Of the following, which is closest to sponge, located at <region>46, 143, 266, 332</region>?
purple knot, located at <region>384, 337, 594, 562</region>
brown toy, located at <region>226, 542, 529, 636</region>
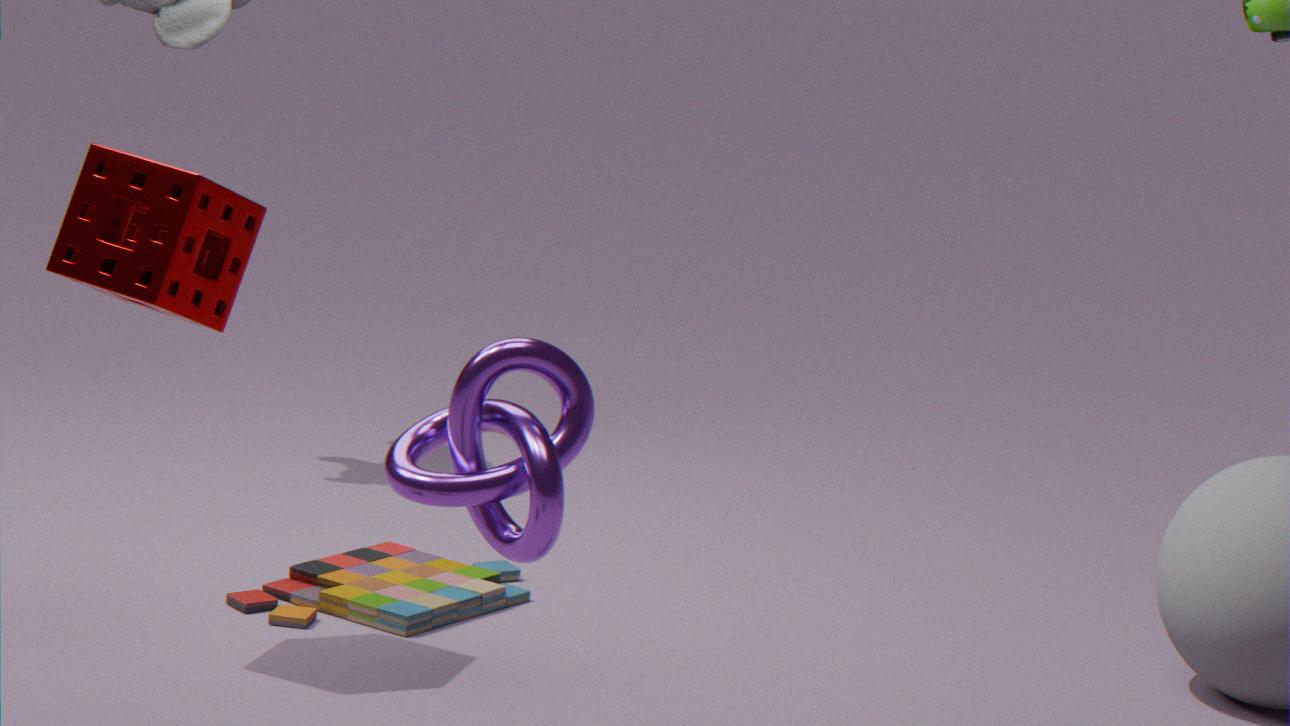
purple knot, located at <region>384, 337, 594, 562</region>
